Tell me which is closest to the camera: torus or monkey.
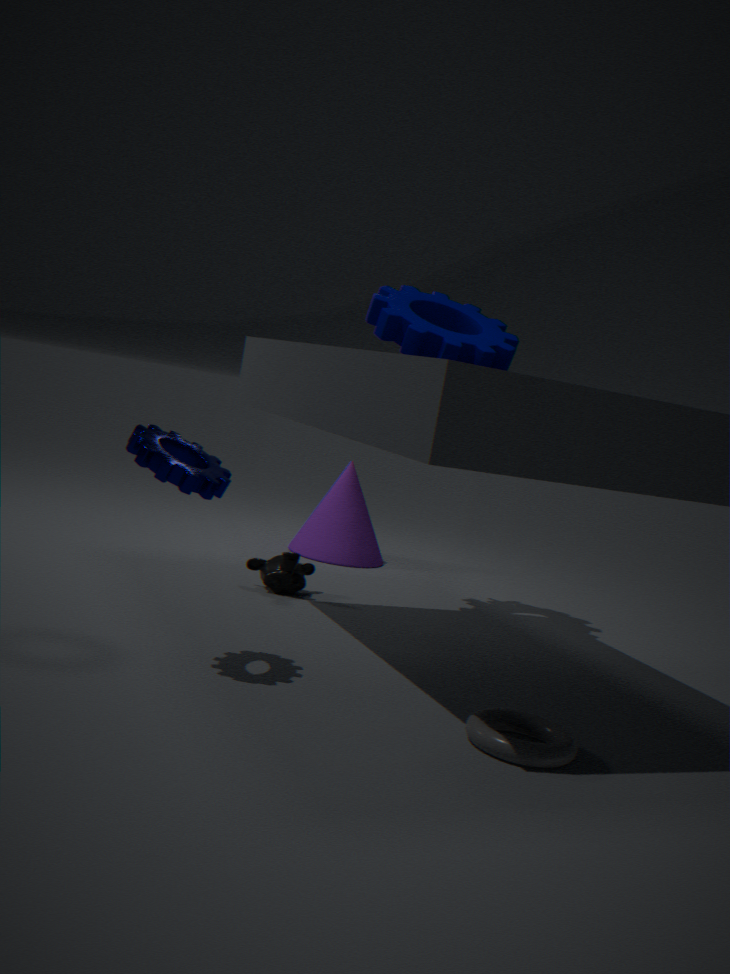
torus
